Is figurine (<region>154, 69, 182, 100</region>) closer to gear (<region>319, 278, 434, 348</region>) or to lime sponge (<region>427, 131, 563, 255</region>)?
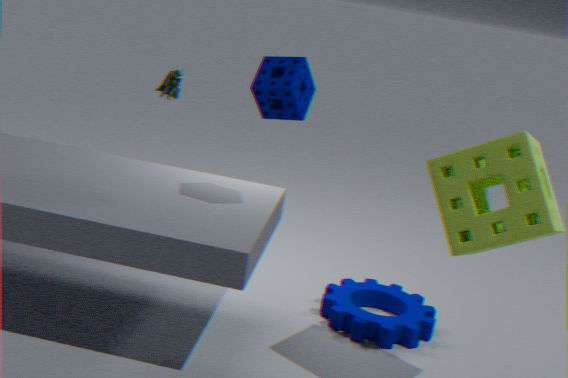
gear (<region>319, 278, 434, 348</region>)
